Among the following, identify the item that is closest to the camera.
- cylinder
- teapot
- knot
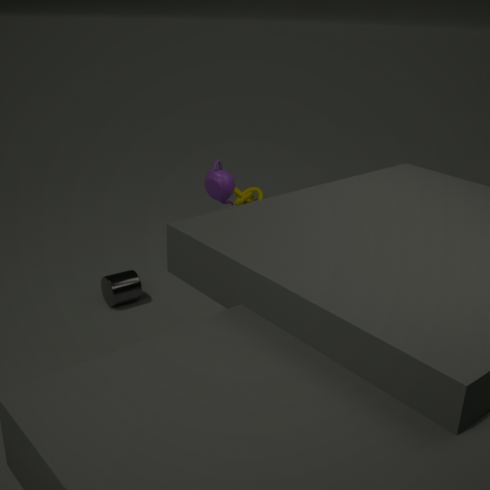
teapot
